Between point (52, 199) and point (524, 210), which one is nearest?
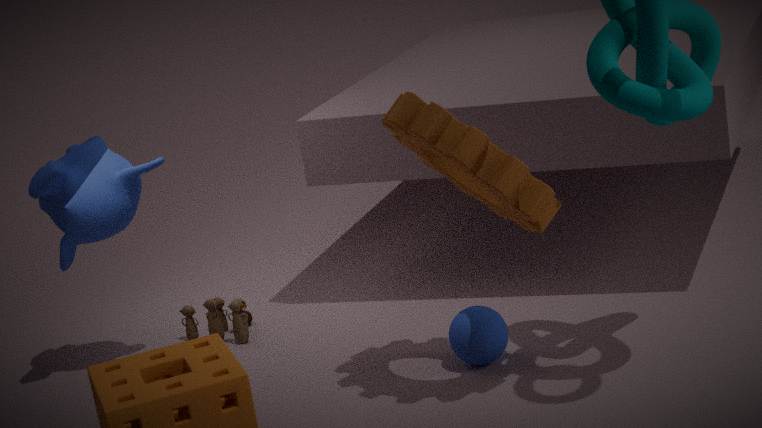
point (524, 210)
